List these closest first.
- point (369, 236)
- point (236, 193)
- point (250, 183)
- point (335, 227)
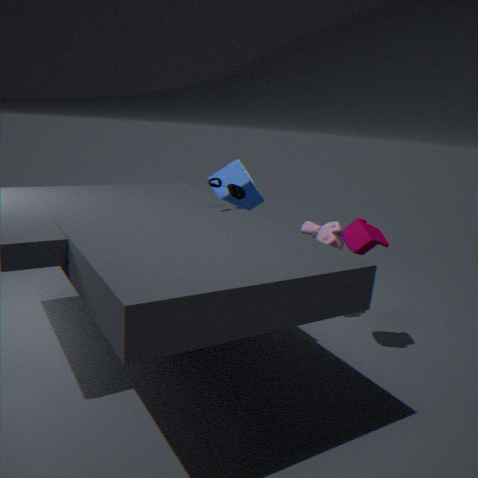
point (369, 236) < point (236, 193) < point (335, 227) < point (250, 183)
